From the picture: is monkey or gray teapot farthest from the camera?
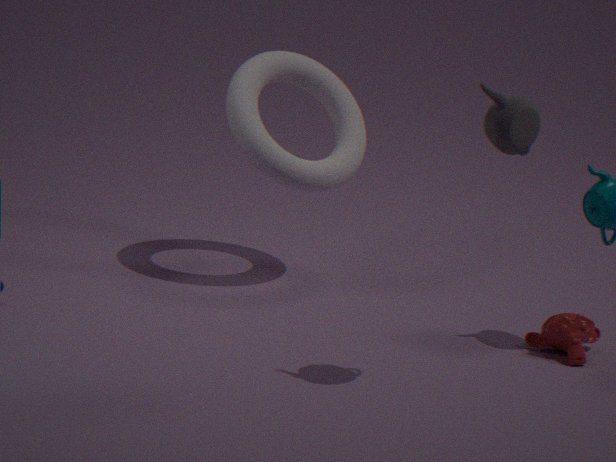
monkey
